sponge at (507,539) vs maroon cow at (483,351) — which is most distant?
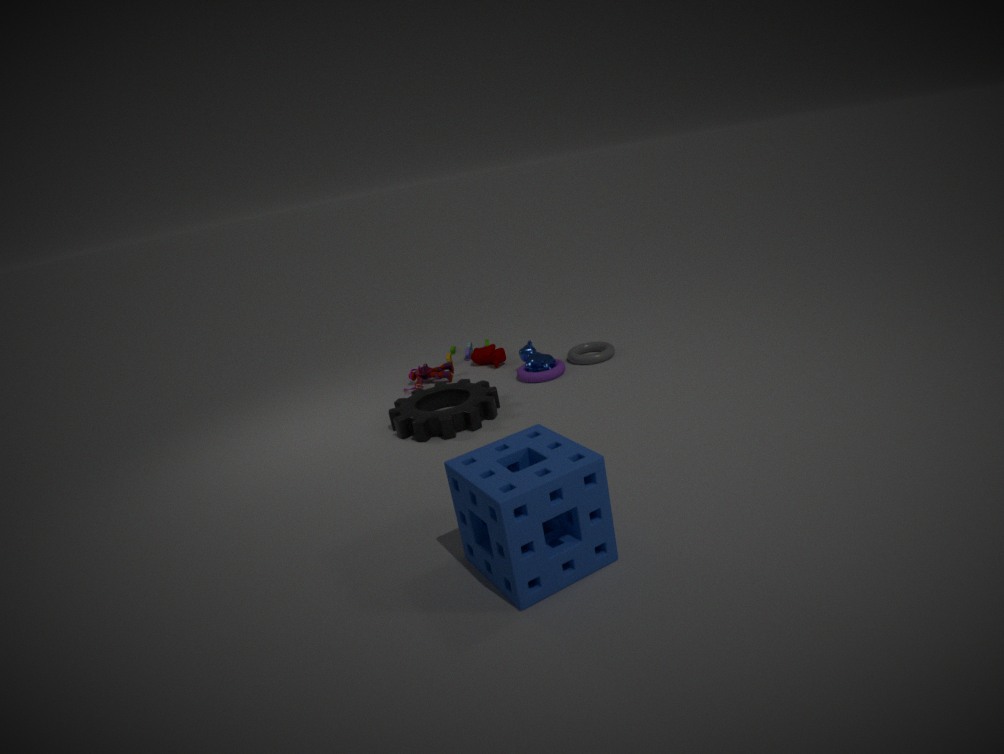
maroon cow at (483,351)
